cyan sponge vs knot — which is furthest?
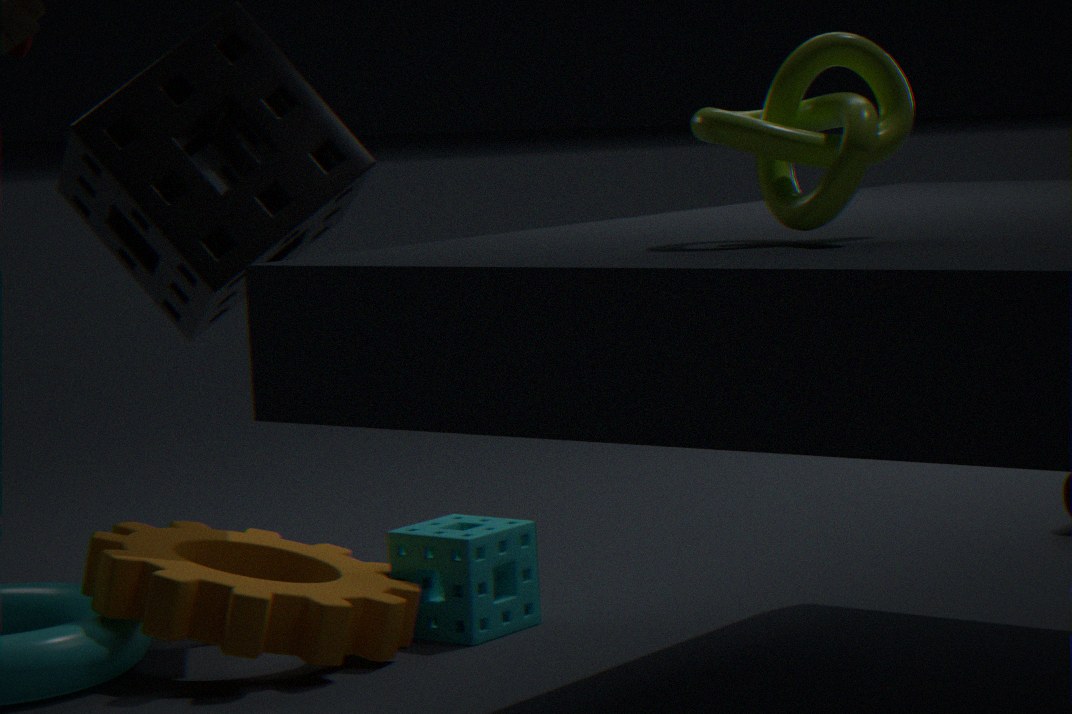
cyan sponge
